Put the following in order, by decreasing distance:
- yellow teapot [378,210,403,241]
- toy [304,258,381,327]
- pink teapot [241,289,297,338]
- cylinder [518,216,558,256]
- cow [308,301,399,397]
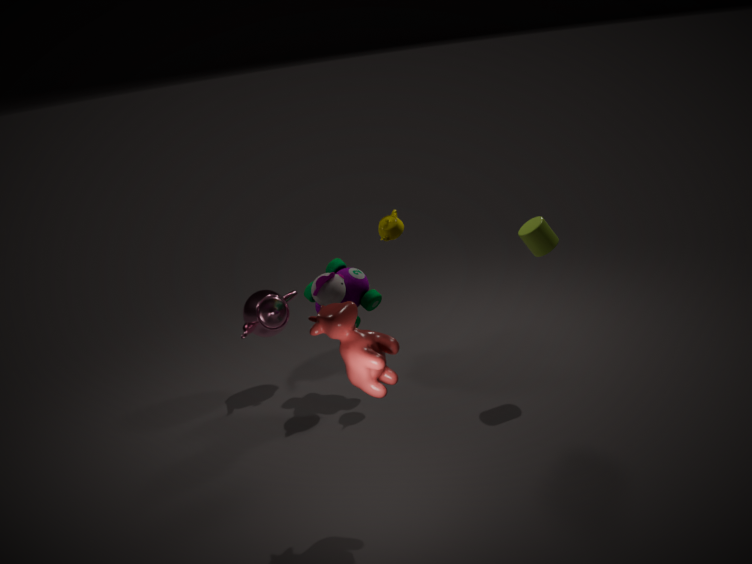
1. pink teapot [241,289,297,338]
2. toy [304,258,381,327]
3. yellow teapot [378,210,403,241]
4. cylinder [518,216,558,256]
5. cow [308,301,399,397]
